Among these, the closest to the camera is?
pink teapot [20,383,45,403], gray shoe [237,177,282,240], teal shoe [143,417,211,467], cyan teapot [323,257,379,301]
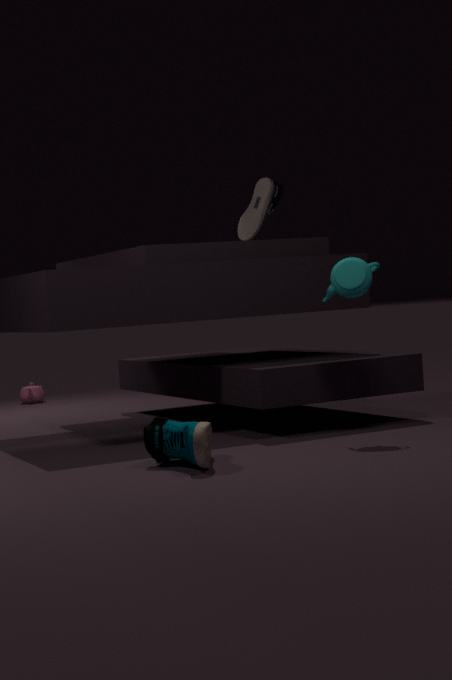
teal shoe [143,417,211,467]
